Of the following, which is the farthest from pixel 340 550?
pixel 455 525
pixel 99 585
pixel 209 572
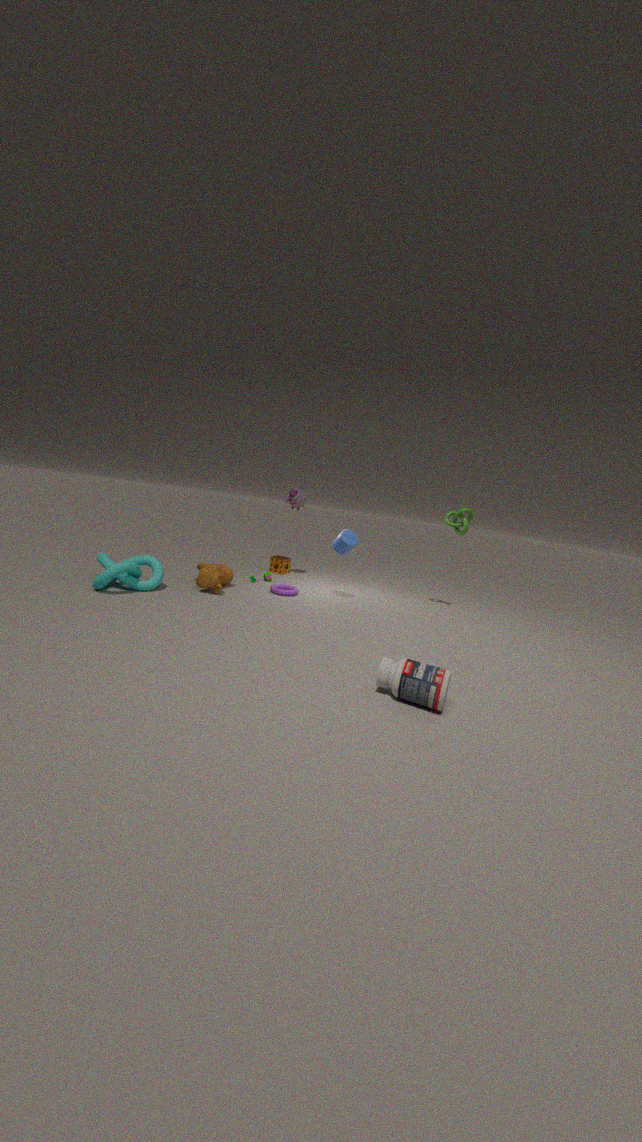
pixel 99 585
